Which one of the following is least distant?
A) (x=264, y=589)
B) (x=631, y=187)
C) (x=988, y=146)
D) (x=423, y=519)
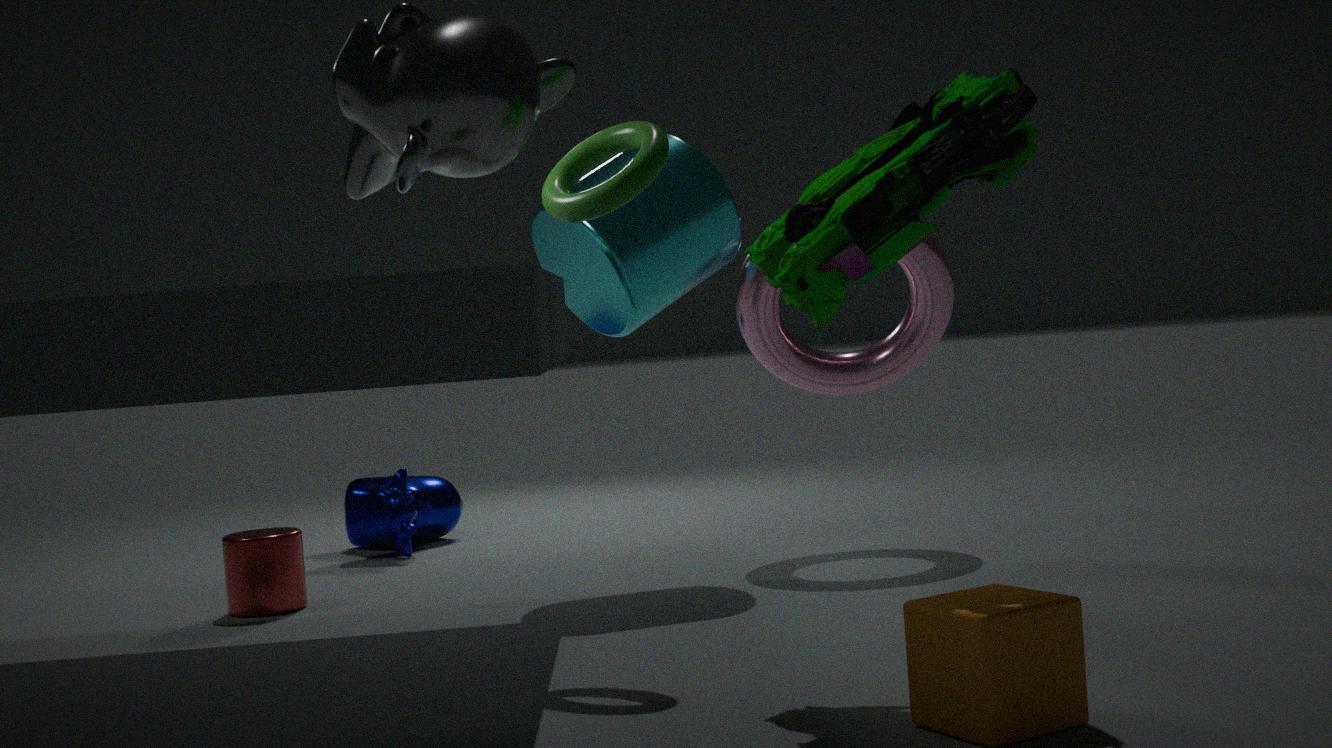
(x=988, y=146)
